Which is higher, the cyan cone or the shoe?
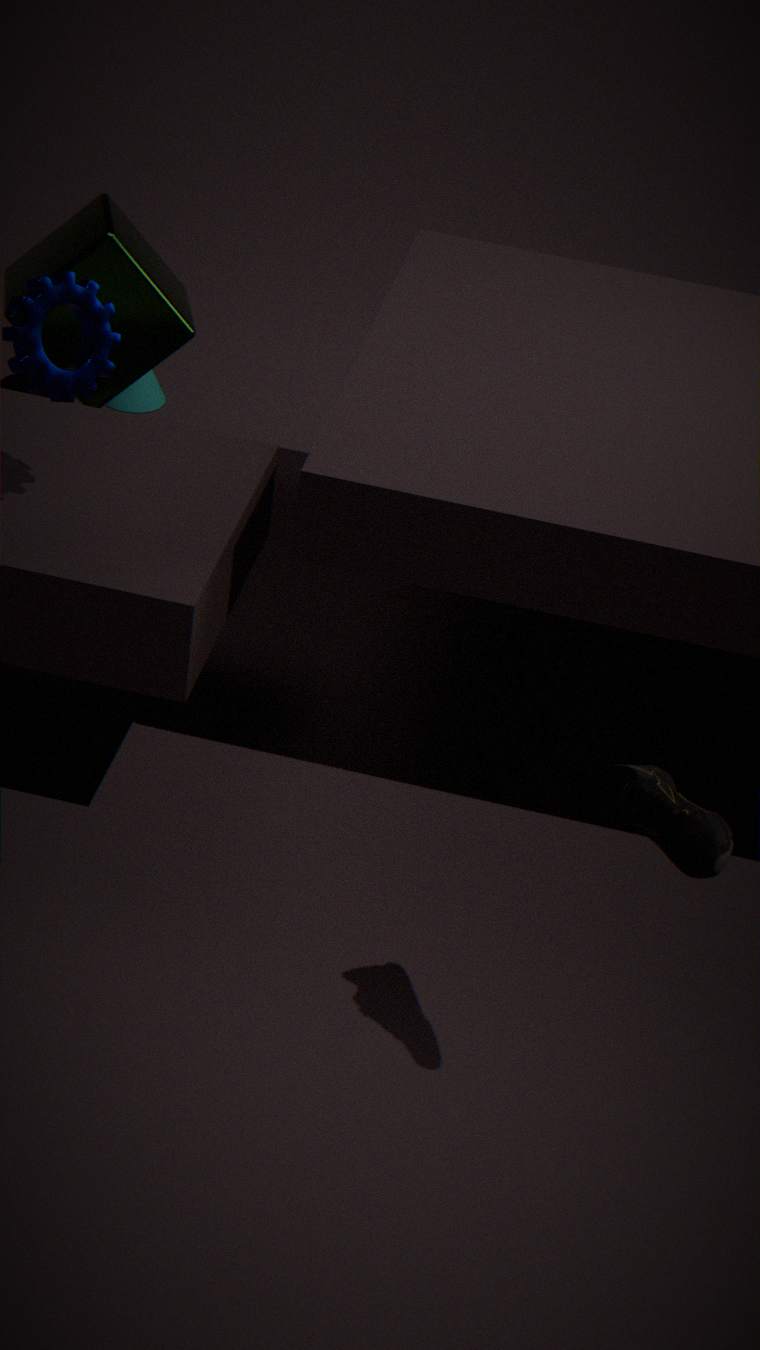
the shoe
